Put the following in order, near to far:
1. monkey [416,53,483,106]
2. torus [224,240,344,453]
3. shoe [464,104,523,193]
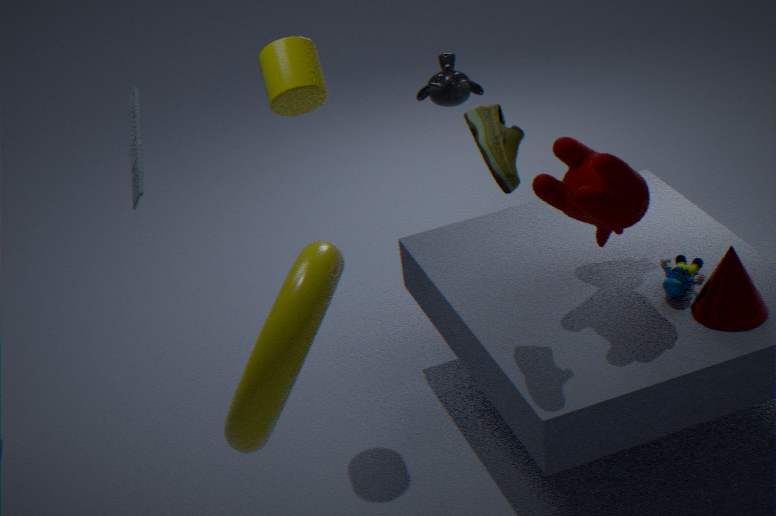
torus [224,240,344,453] < shoe [464,104,523,193] < monkey [416,53,483,106]
